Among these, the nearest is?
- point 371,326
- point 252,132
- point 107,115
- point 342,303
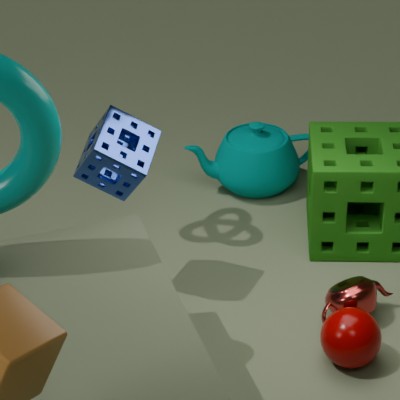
point 371,326
